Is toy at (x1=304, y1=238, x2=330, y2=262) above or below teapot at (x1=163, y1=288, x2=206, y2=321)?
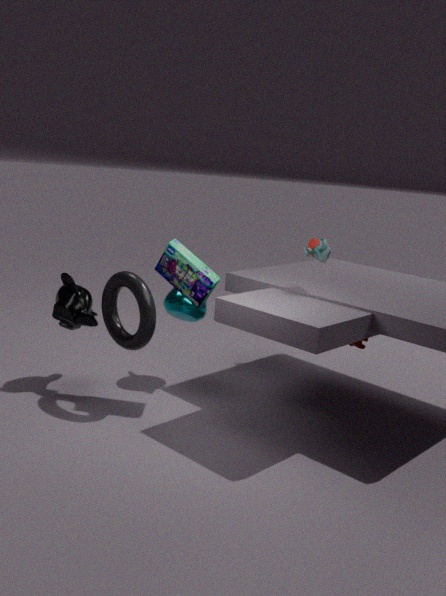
above
